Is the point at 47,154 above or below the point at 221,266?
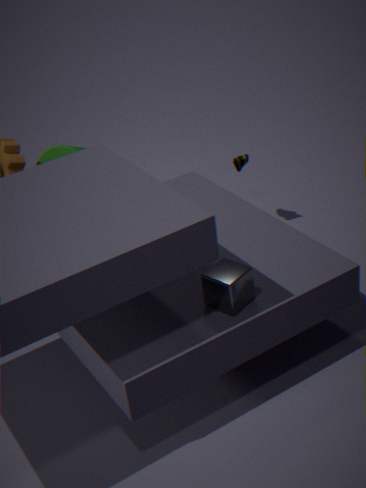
above
